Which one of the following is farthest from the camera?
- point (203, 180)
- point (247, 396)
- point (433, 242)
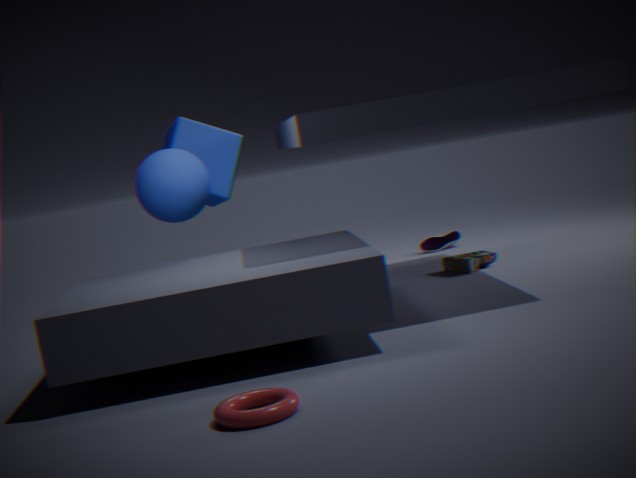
point (433, 242)
